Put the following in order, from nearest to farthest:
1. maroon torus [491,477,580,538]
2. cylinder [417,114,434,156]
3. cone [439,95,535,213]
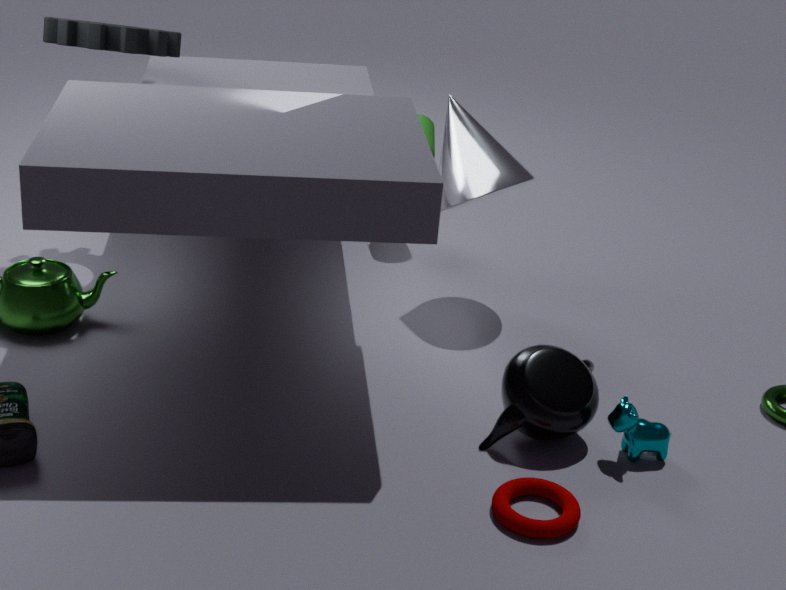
1. maroon torus [491,477,580,538]
2. cone [439,95,535,213]
3. cylinder [417,114,434,156]
